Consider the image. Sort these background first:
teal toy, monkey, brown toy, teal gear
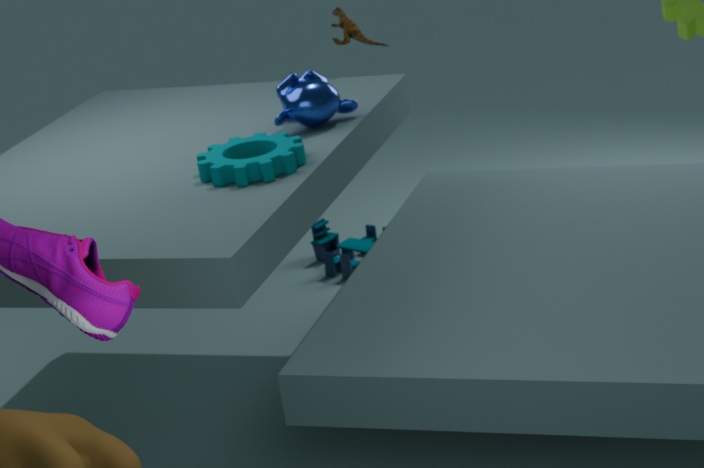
teal toy
brown toy
monkey
teal gear
